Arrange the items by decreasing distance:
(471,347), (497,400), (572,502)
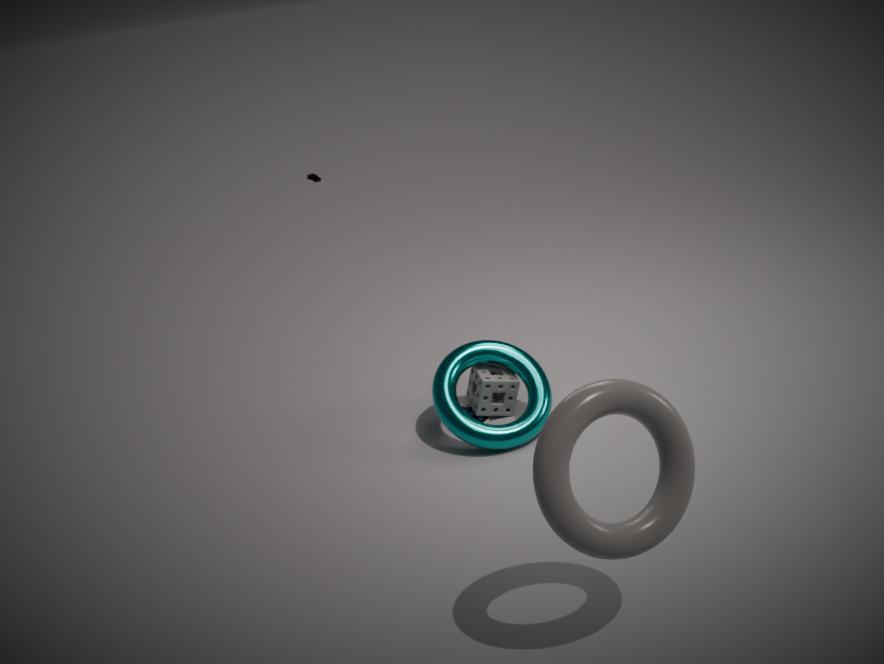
(497,400)
(471,347)
(572,502)
